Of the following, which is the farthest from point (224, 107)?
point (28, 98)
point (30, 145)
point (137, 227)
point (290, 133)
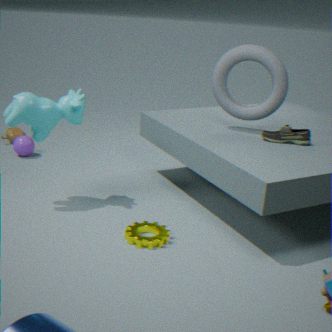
point (30, 145)
